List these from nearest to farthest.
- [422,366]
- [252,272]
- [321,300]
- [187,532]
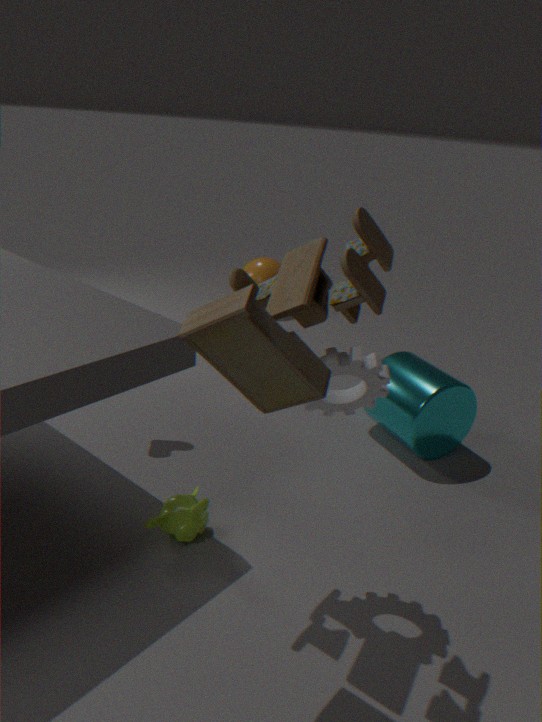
[321,300]
[187,532]
[422,366]
[252,272]
